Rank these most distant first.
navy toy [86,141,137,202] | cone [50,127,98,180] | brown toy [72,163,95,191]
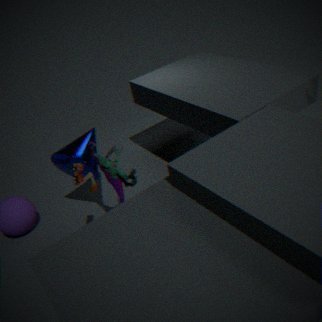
cone [50,127,98,180], navy toy [86,141,137,202], brown toy [72,163,95,191]
